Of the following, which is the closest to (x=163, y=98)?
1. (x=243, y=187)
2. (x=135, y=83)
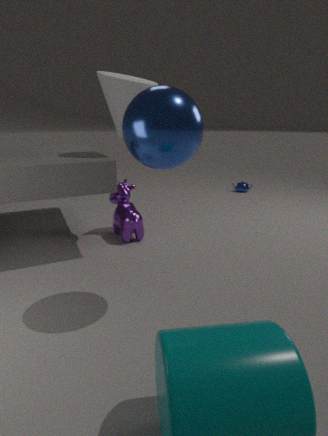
(x=135, y=83)
